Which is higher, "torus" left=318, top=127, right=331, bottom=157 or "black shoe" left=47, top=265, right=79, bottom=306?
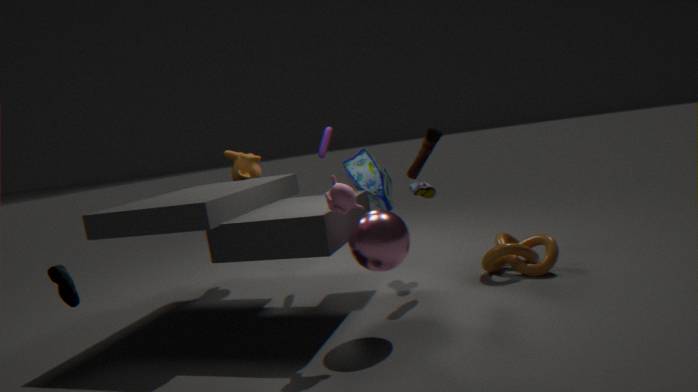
"torus" left=318, top=127, right=331, bottom=157
